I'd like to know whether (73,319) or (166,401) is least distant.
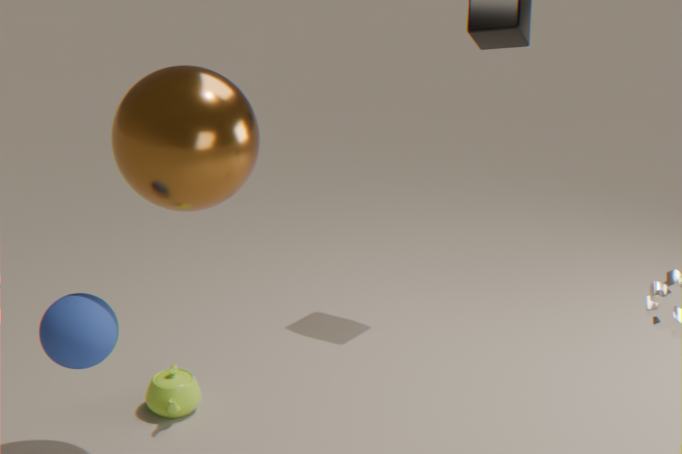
(73,319)
